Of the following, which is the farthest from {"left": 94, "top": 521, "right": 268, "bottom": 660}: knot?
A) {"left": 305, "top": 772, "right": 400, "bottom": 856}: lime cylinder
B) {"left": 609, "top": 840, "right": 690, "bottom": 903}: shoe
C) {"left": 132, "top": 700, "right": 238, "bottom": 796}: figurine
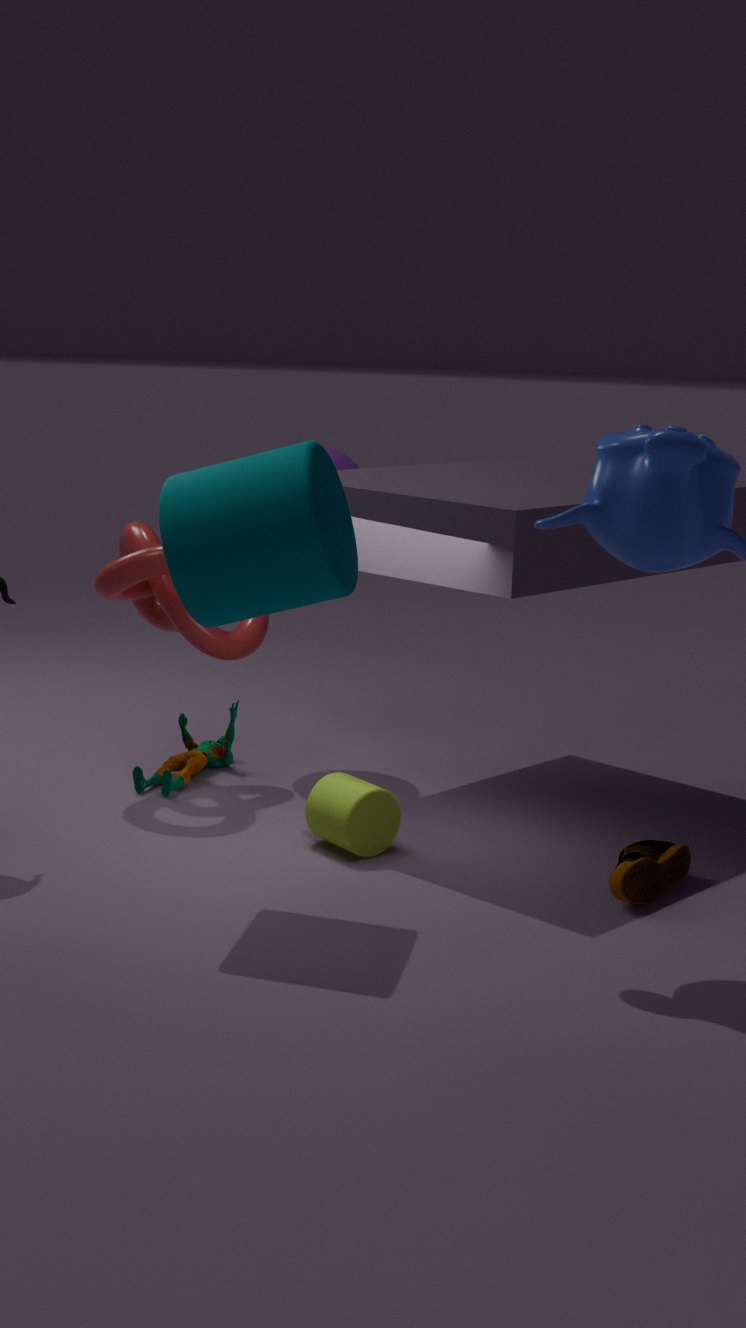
{"left": 609, "top": 840, "right": 690, "bottom": 903}: shoe
